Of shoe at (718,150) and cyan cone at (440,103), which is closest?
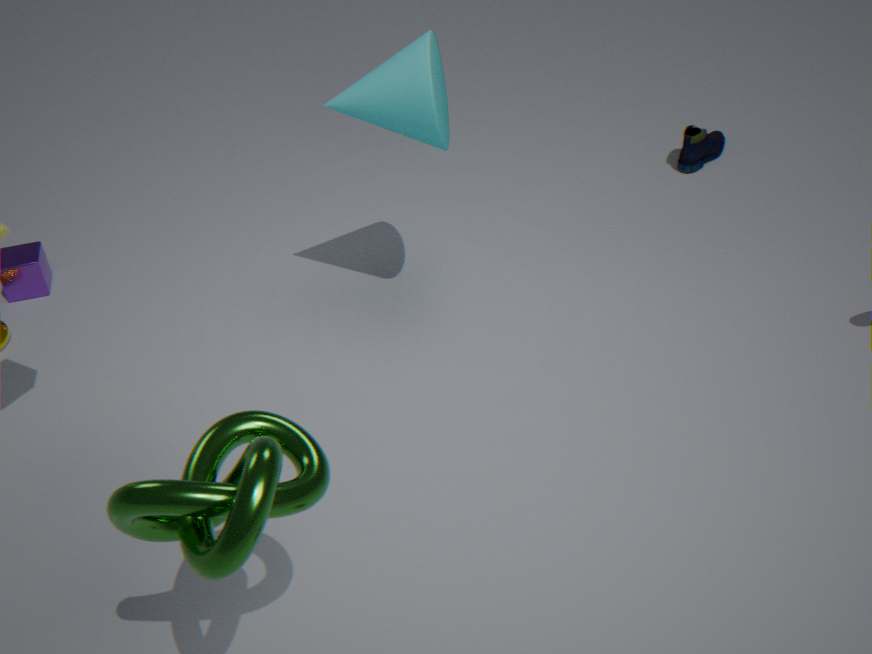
cyan cone at (440,103)
